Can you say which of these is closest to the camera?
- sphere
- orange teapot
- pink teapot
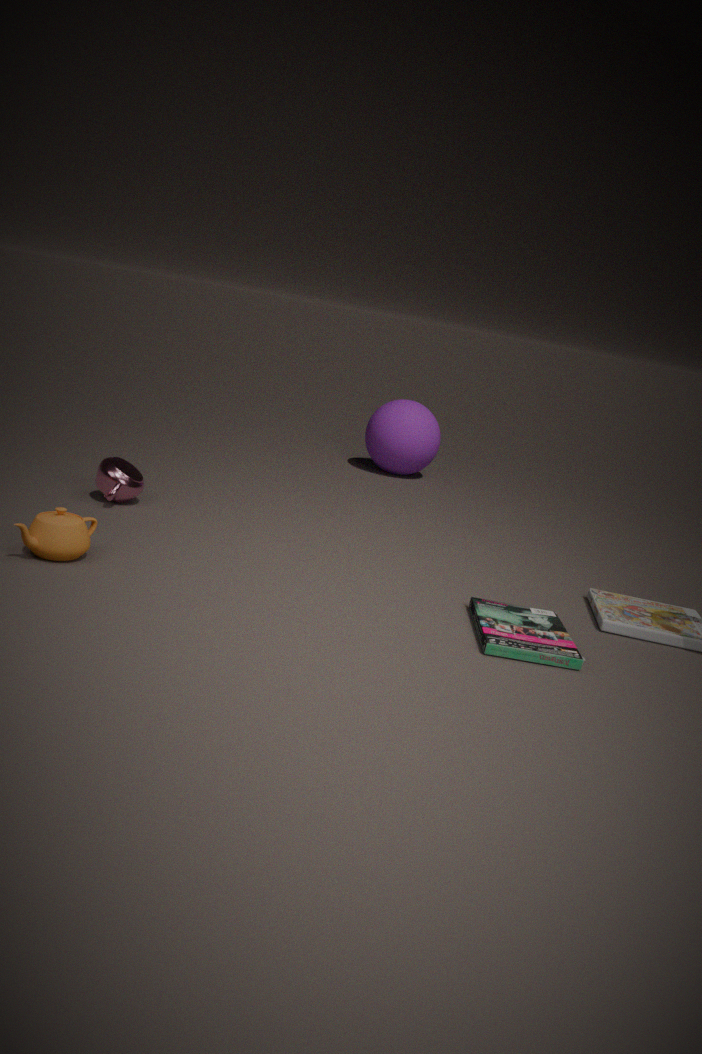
orange teapot
